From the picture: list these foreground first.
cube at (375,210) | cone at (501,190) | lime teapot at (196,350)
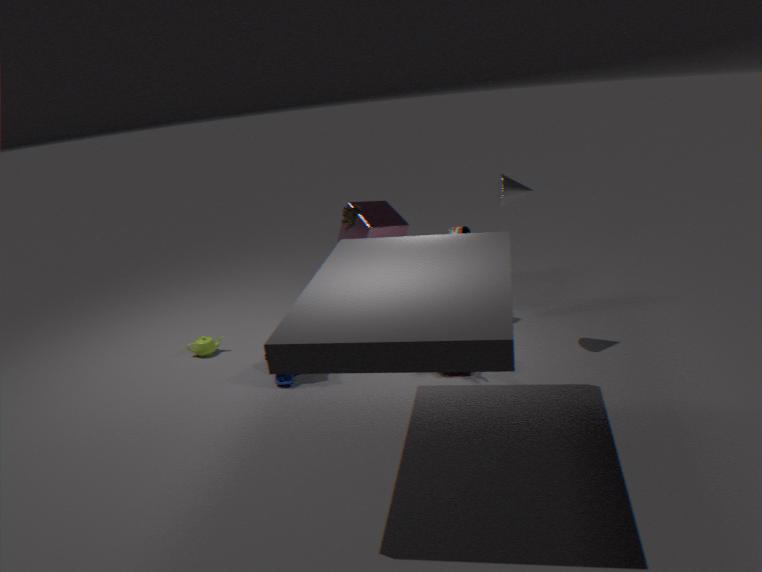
cone at (501,190), lime teapot at (196,350), cube at (375,210)
